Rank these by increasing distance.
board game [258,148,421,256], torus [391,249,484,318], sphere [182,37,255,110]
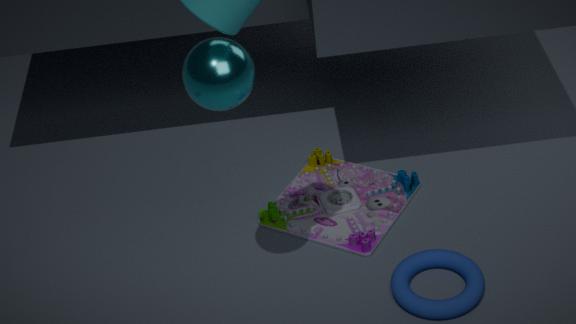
sphere [182,37,255,110]
torus [391,249,484,318]
board game [258,148,421,256]
